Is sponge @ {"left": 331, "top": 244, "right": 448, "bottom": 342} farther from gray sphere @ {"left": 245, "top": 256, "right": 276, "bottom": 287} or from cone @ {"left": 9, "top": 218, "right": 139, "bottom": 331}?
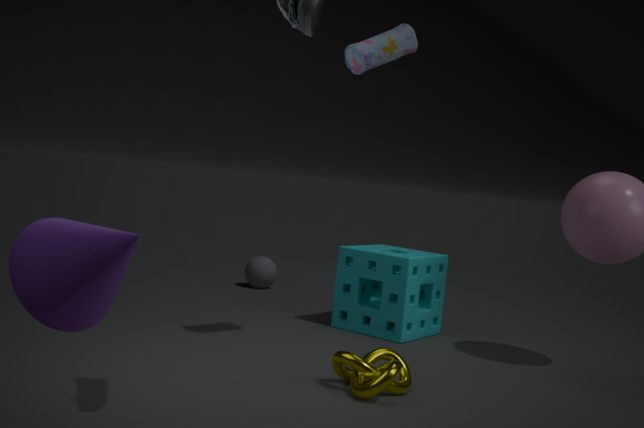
cone @ {"left": 9, "top": 218, "right": 139, "bottom": 331}
